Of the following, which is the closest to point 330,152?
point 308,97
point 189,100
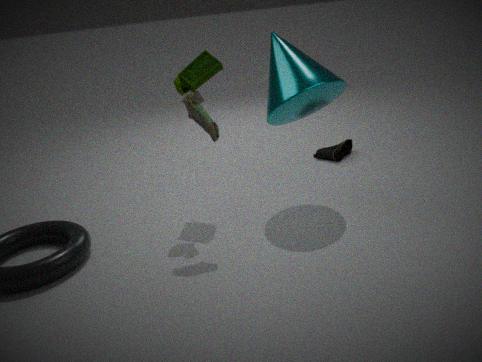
point 308,97
